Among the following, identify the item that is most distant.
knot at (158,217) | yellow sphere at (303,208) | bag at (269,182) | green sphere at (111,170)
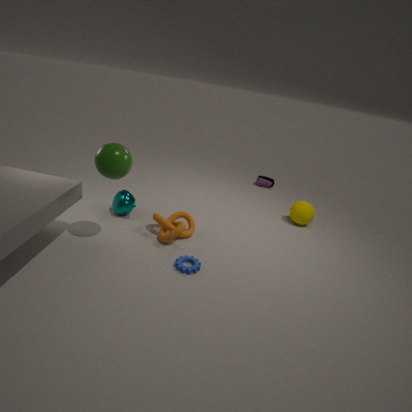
bag at (269,182)
